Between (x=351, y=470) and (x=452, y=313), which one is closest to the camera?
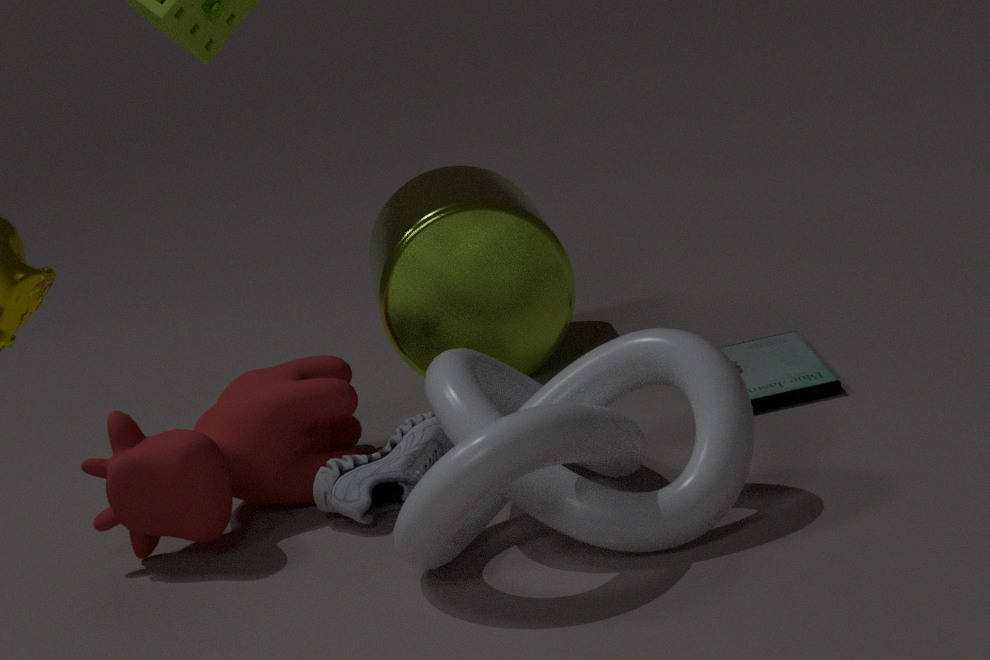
(x=351, y=470)
